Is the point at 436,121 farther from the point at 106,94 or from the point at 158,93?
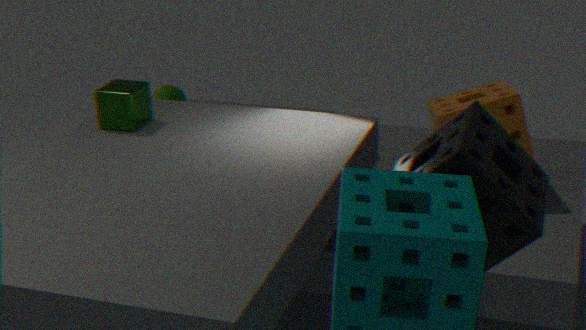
the point at 158,93
